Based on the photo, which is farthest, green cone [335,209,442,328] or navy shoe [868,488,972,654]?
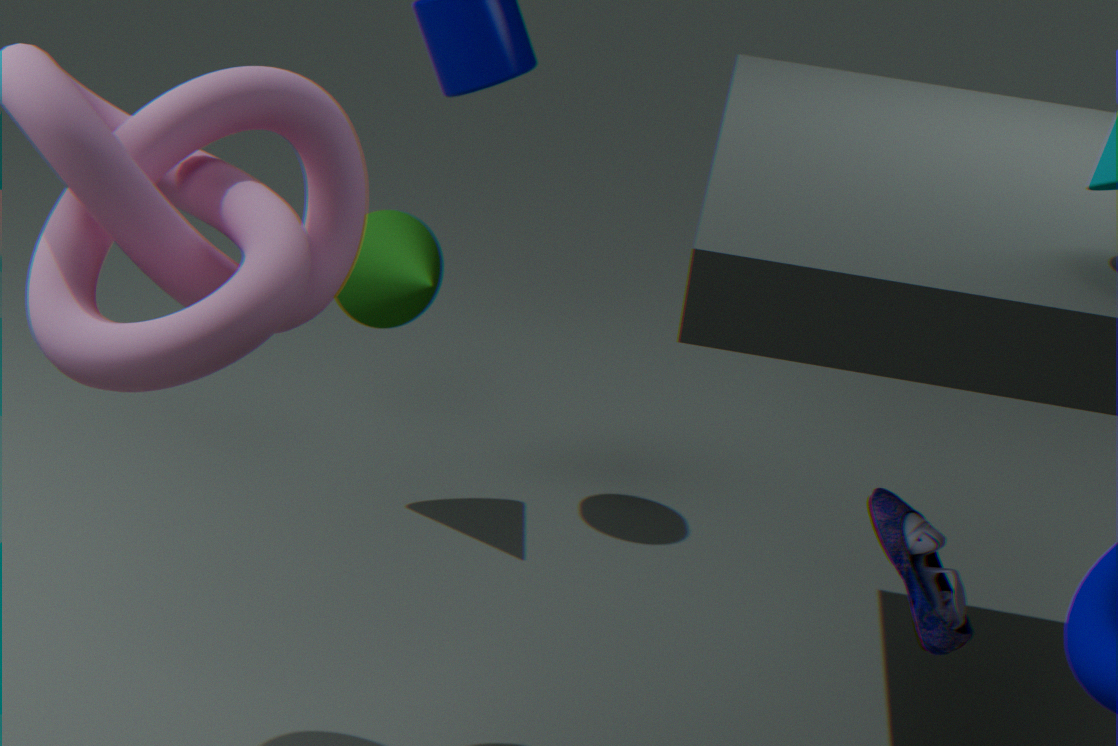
green cone [335,209,442,328]
